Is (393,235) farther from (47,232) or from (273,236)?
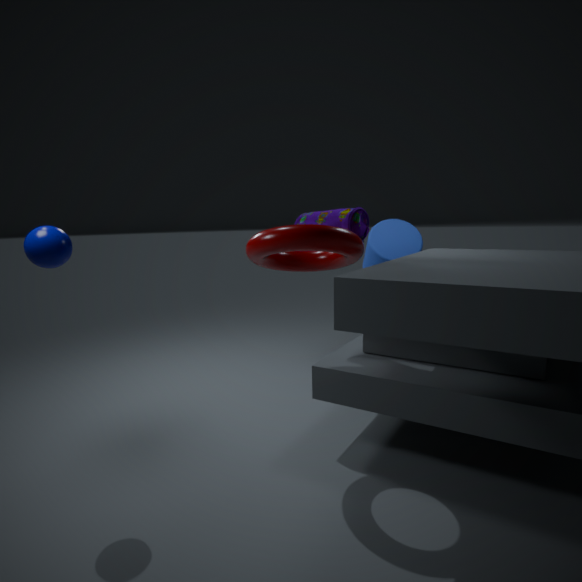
(47,232)
